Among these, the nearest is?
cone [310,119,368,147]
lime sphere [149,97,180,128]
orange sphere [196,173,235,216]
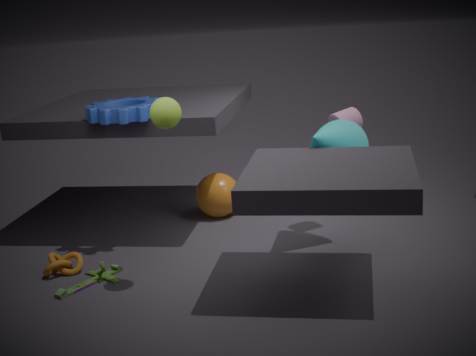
lime sphere [149,97,180,128]
